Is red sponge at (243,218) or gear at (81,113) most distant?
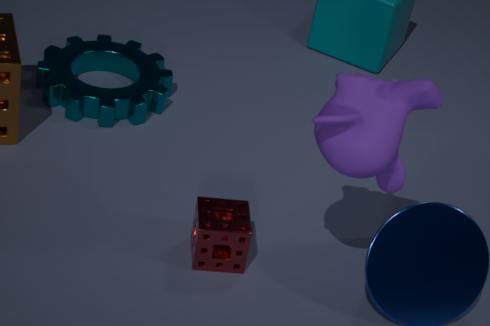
gear at (81,113)
